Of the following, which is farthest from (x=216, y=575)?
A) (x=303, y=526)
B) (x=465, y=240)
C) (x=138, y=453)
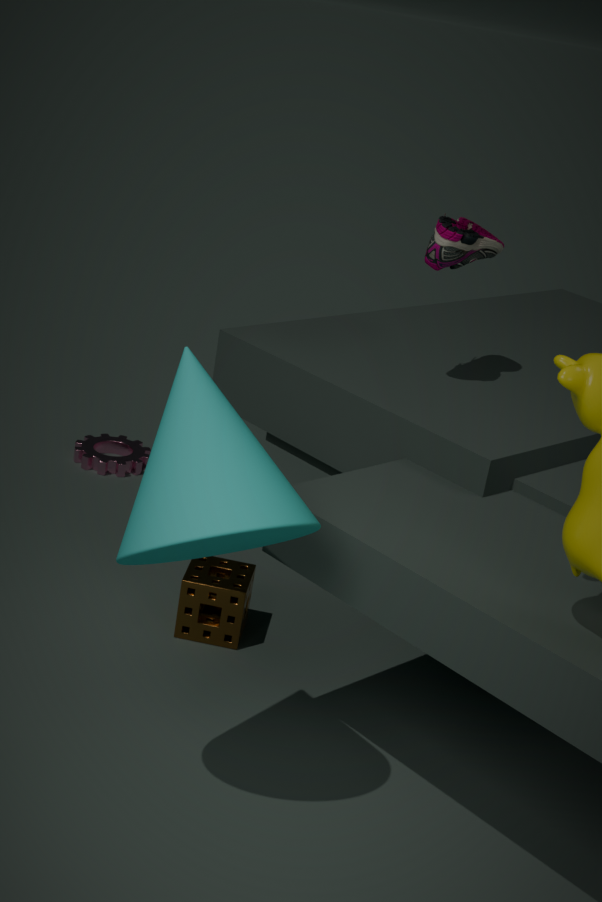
(x=465, y=240)
